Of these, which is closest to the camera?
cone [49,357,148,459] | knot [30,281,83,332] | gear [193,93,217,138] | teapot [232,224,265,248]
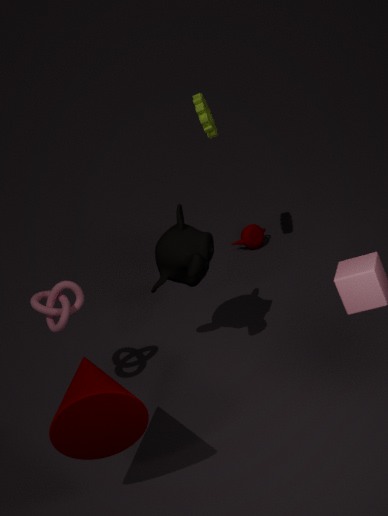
cone [49,357,148,459]
